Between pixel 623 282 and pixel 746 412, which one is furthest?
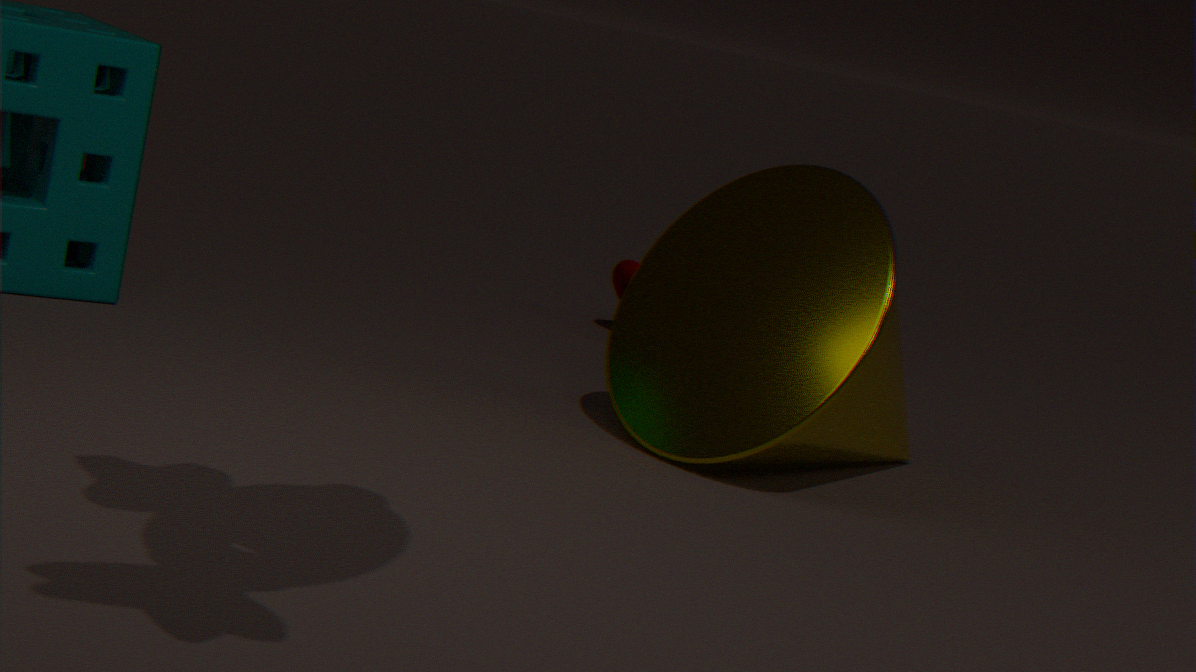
pixel 623 282
